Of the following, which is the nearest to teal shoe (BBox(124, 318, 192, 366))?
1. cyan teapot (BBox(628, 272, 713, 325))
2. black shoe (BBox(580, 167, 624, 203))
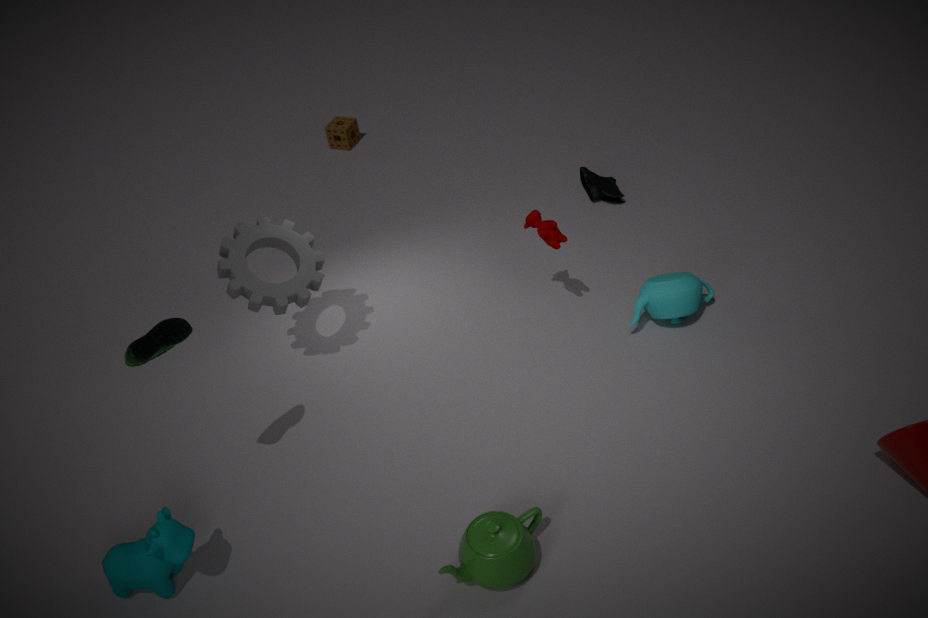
cyan teapot (BBox(628, 272, 713, 325))
